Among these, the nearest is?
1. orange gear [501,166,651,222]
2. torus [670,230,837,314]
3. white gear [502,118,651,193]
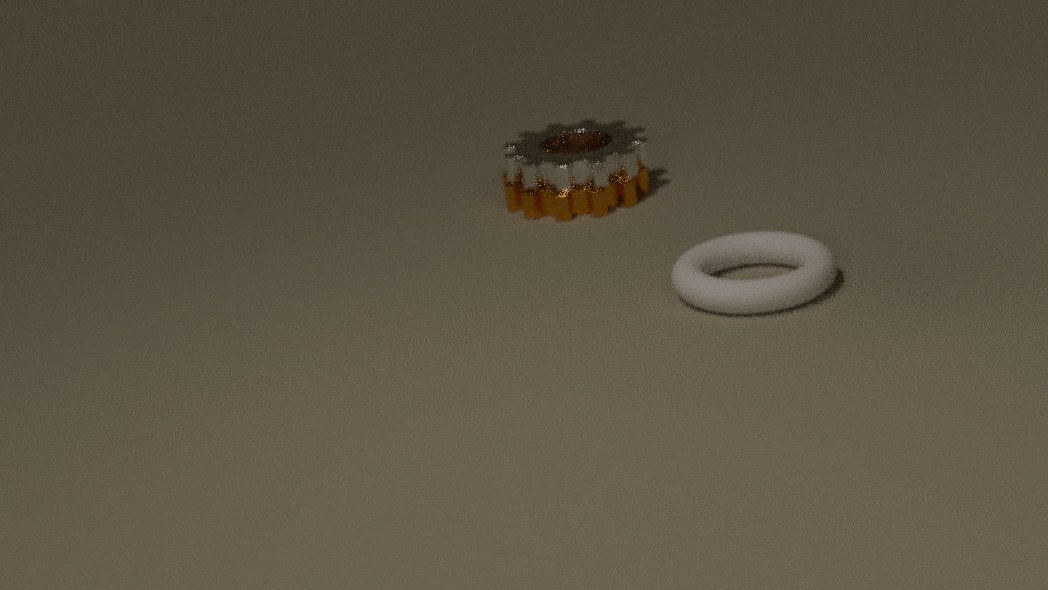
torus [670,230,837,314]
